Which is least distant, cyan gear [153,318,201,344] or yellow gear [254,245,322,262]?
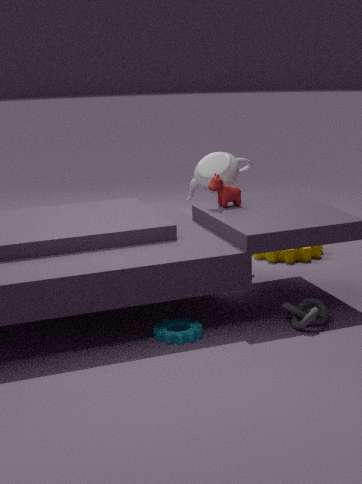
cyan gear [153,318,201,344]
